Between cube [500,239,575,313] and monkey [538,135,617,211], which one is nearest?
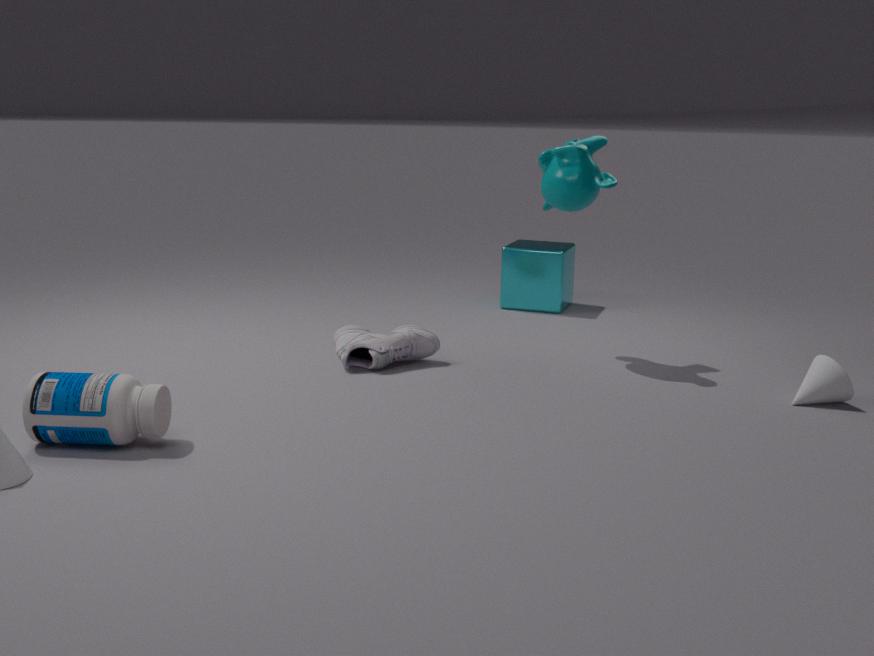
monkey [538,135,617,211]
